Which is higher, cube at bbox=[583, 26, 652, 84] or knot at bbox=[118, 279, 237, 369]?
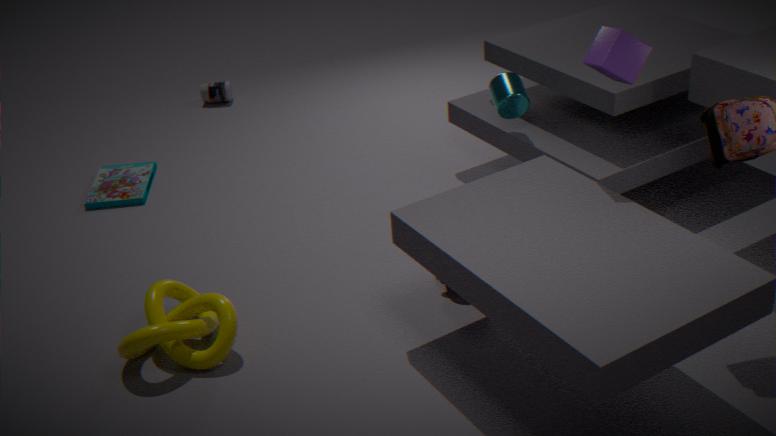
cube at bbox=[583, 26, 652, 84]
